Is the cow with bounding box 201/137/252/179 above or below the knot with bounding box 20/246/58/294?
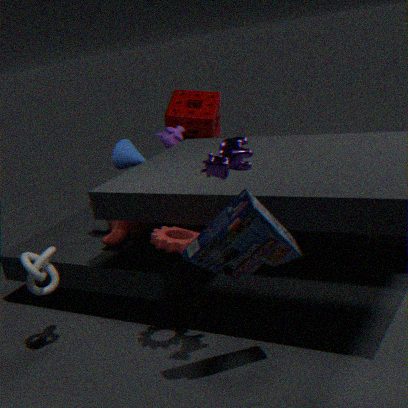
above
